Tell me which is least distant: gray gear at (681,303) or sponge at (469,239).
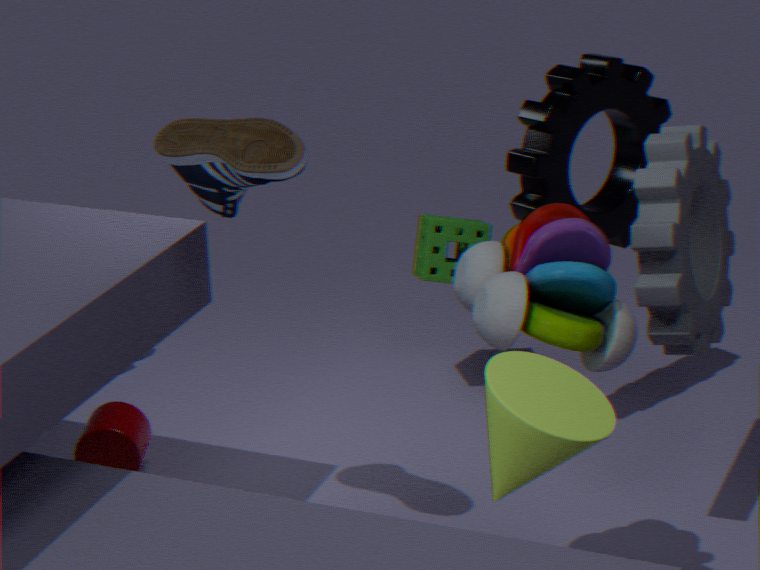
gray gear at (681,303)
